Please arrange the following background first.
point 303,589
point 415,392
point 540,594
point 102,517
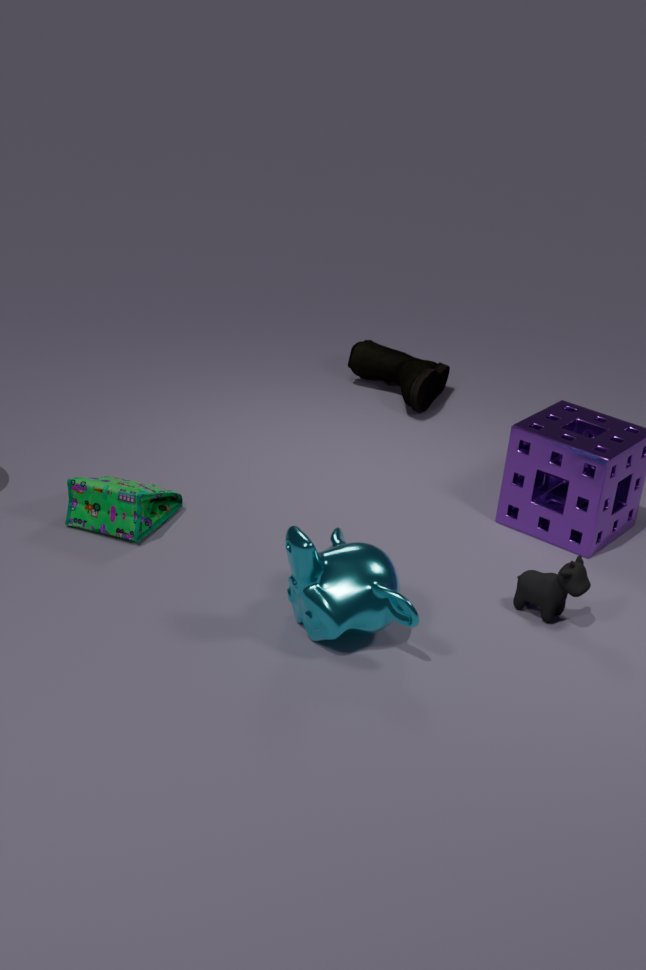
point 415,392 → point 102,517 → point 540,594 → point 303,589
